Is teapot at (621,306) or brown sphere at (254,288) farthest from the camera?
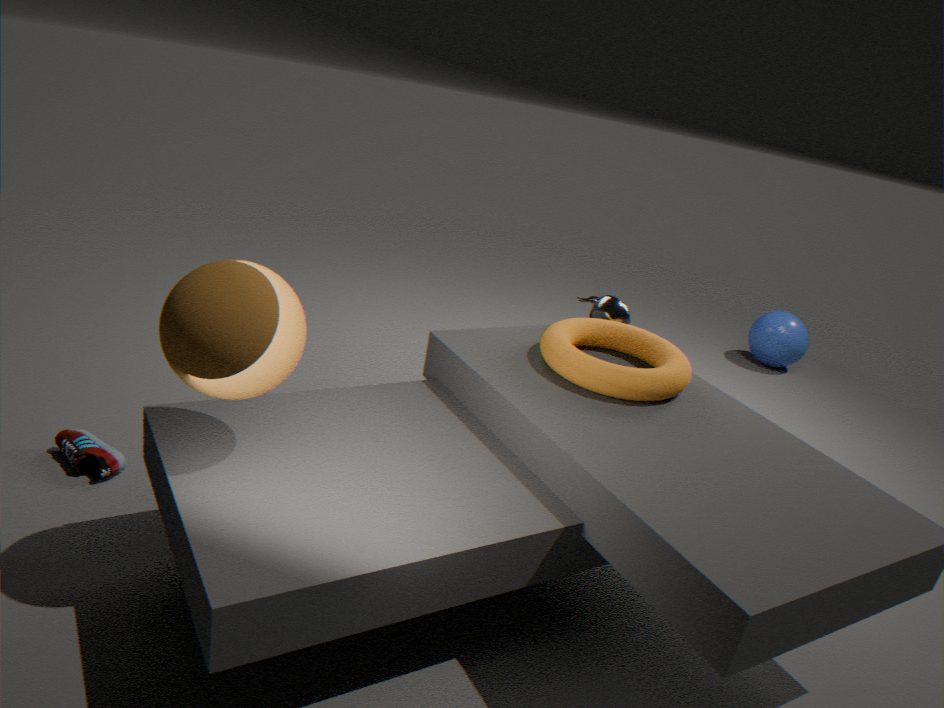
teapot at (621,306)
